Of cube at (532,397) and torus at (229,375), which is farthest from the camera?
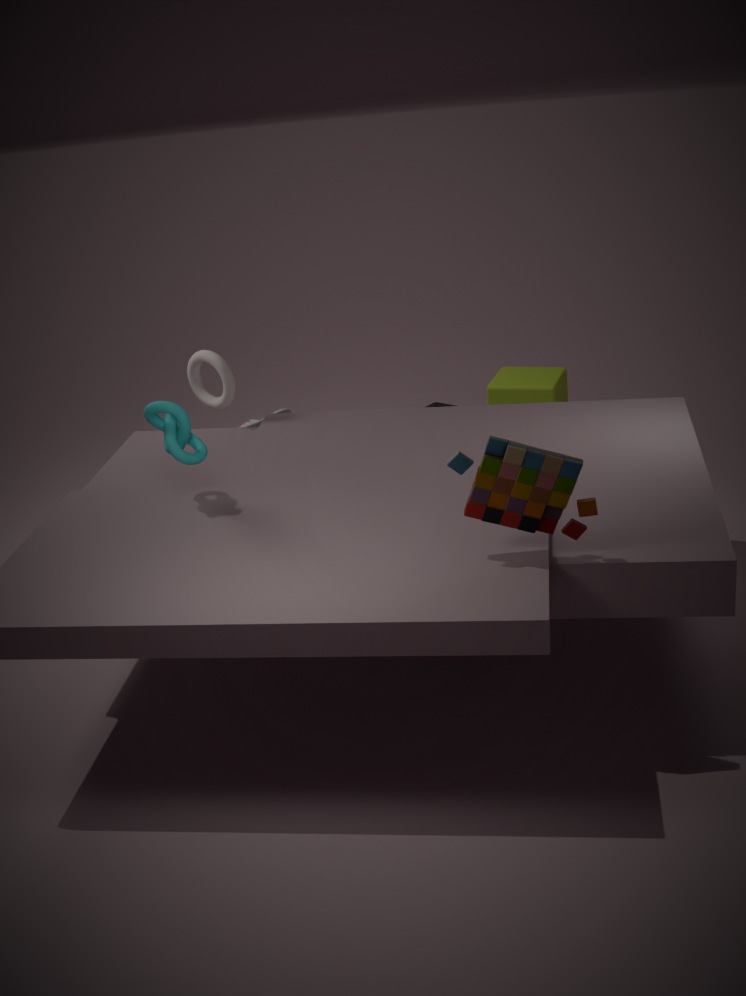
cube at (532,397)
